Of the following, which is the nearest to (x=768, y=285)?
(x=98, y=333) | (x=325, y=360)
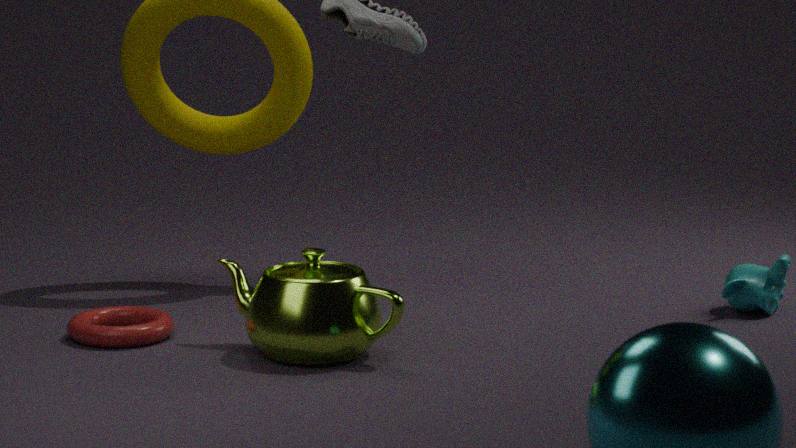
(x=325, y=360)
